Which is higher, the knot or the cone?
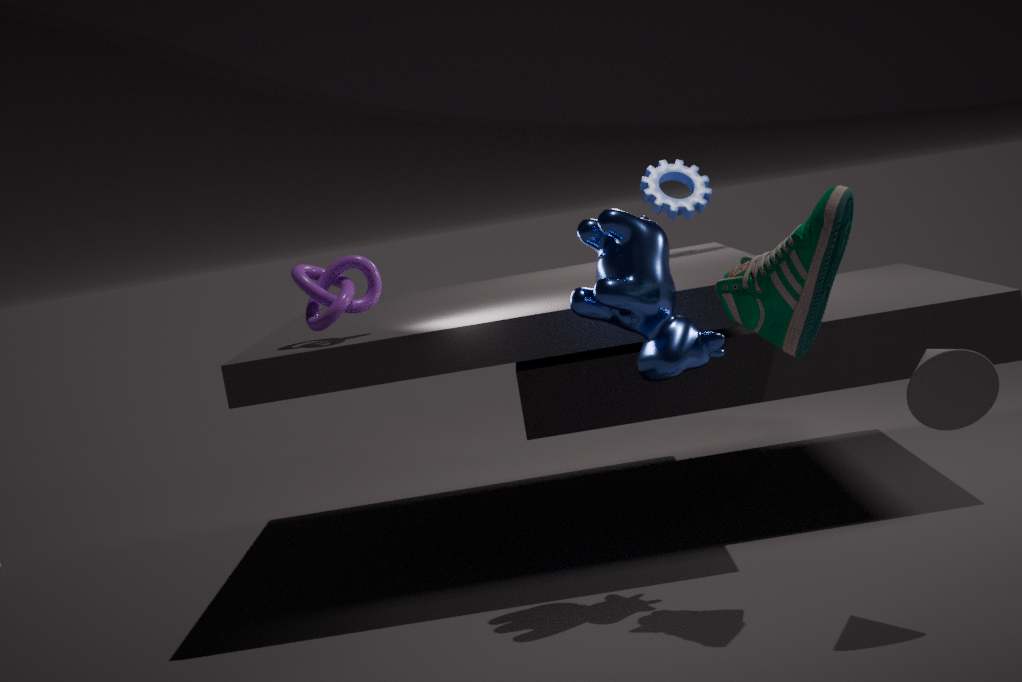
the knot
